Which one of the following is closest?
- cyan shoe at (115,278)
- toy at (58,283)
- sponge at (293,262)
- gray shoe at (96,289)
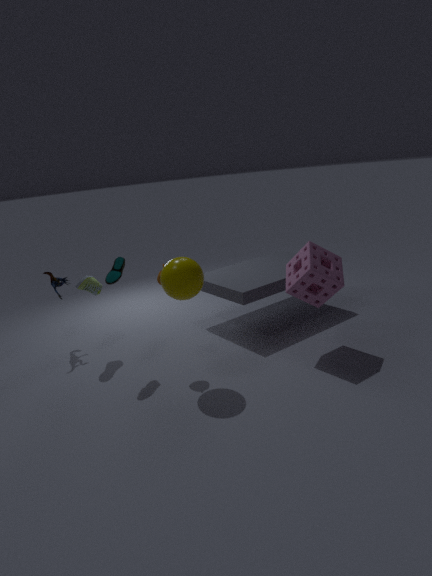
sponge at (293,262)
